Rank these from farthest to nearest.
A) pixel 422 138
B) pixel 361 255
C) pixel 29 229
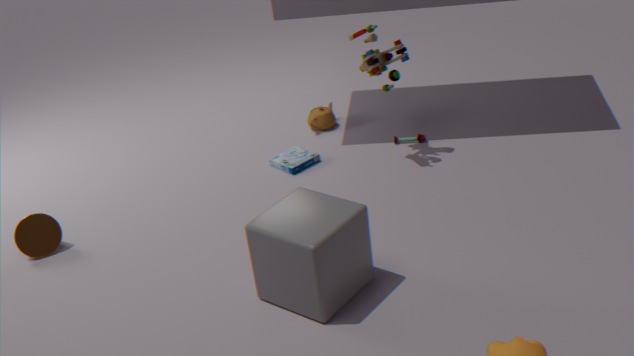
pixel 422 138 < pixel 29 229 < pixel 361 255
